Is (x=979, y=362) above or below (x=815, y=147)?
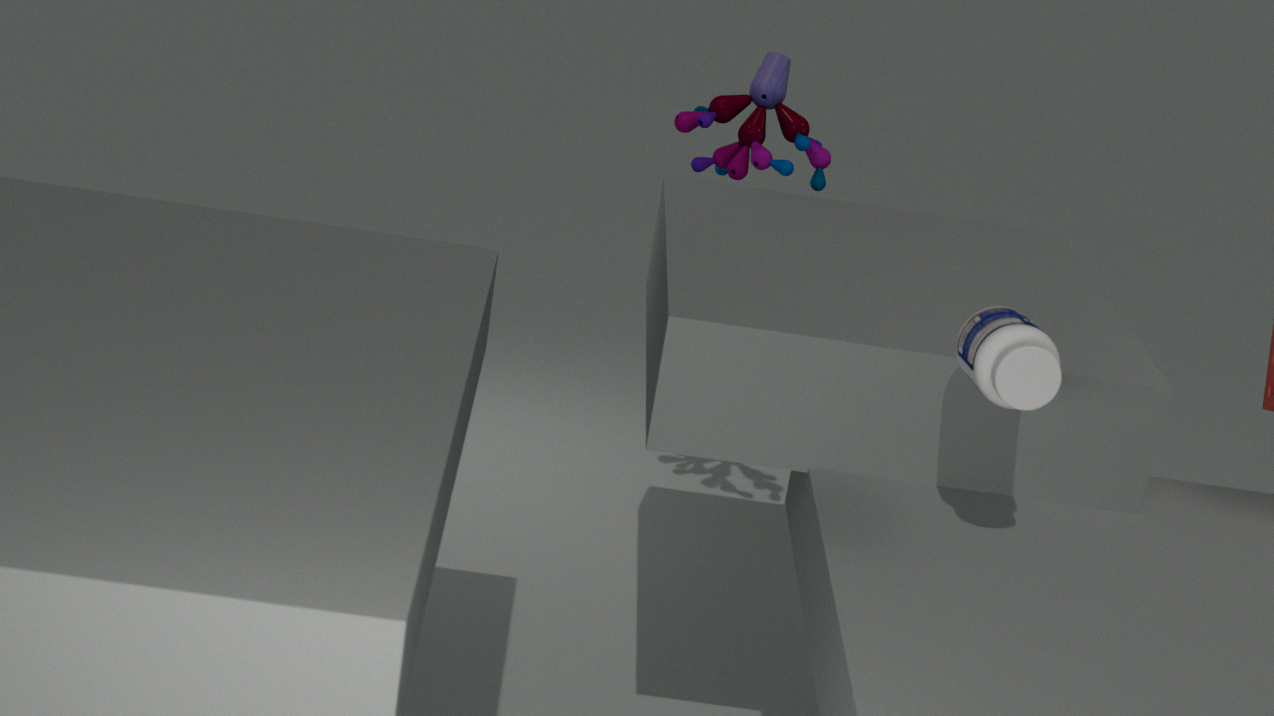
below
